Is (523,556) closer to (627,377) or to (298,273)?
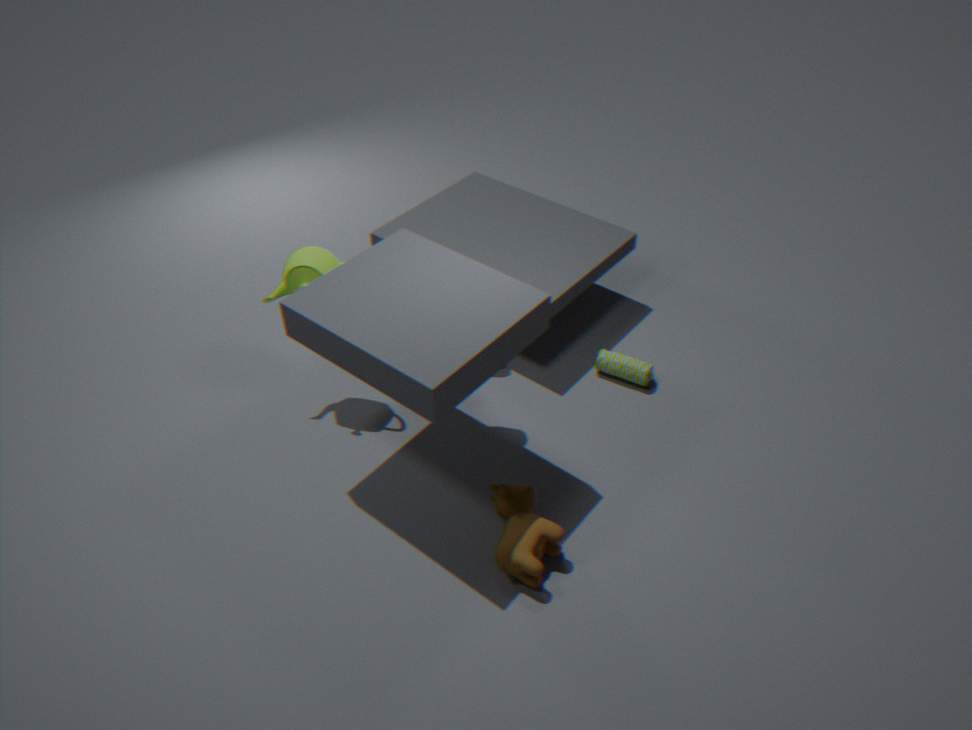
(627,377)
